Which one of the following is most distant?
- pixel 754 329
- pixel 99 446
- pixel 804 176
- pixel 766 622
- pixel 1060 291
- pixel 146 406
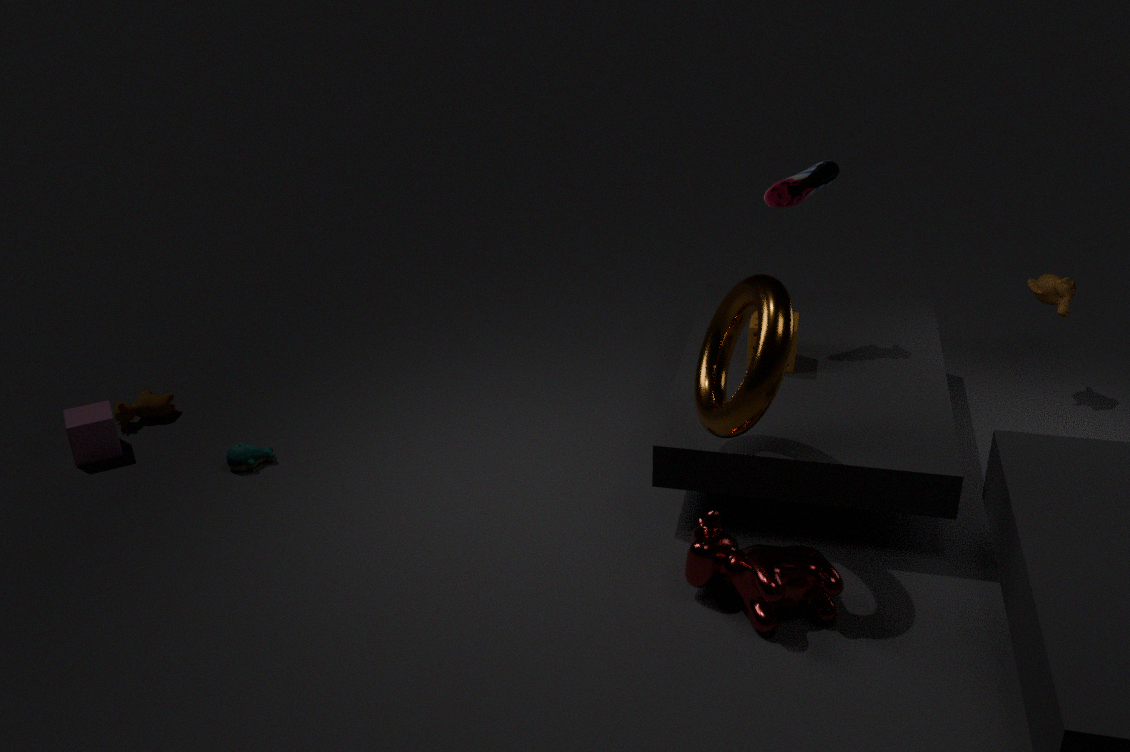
pixel 146 406
